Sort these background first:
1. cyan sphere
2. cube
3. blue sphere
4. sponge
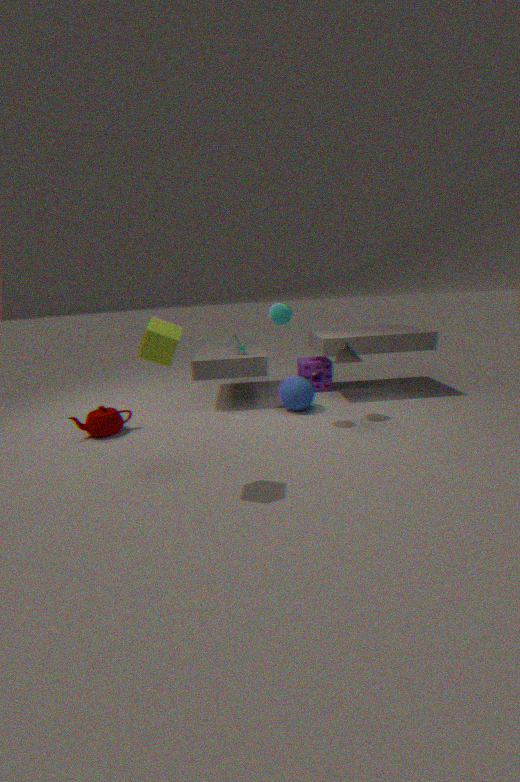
1. sponge
2. blue sphere
3. cyan sphere
4. cube
